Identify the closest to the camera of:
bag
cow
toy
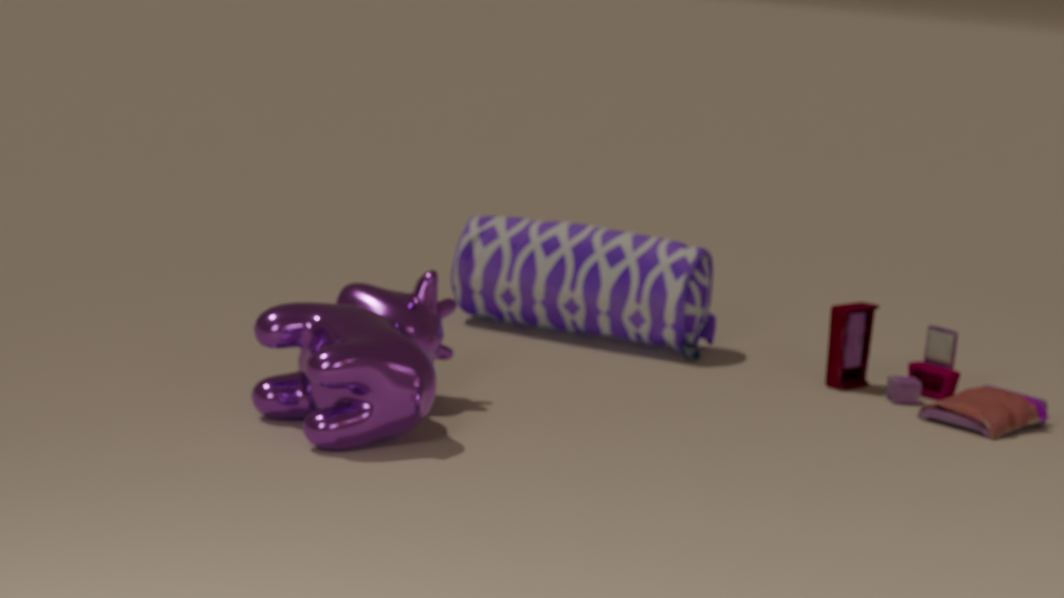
cow
